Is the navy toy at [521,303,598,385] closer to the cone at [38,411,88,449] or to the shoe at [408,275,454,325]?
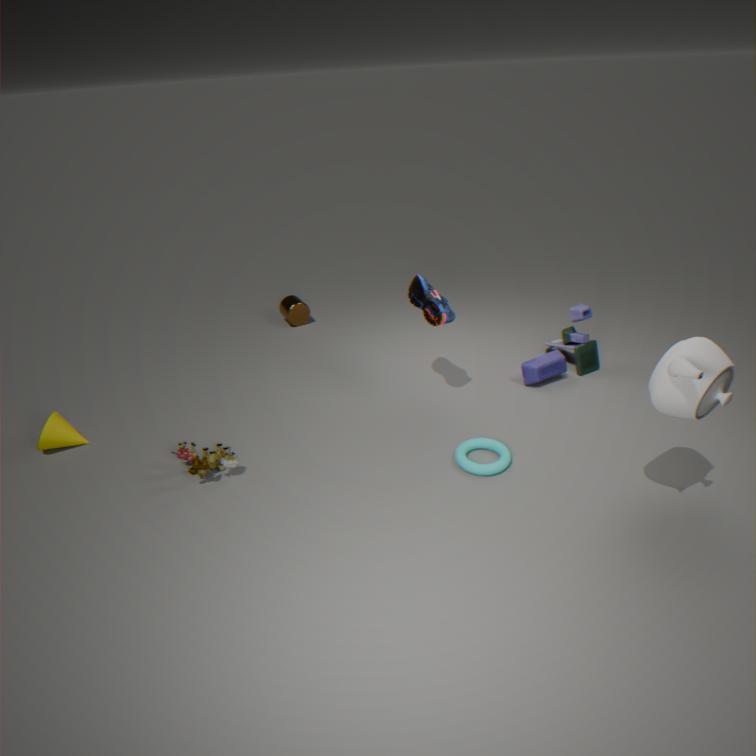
the shoe at [408,275,454,325]
